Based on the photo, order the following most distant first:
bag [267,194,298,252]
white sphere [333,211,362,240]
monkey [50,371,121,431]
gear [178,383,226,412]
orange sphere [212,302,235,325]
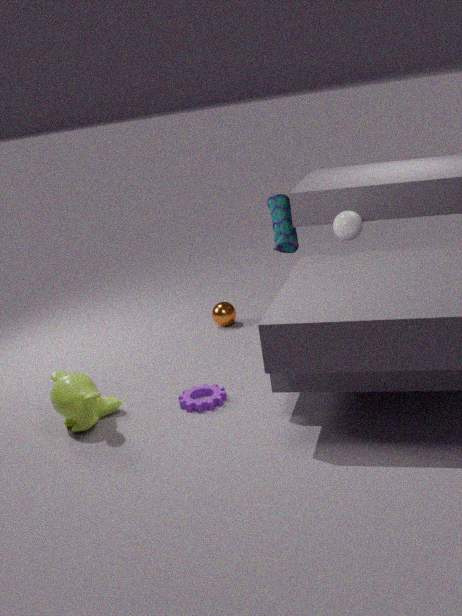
orange sphere [212,302,235,325], bag [267,194,298,252], white sphere [333,211,362,240], gear [178,383,226,412], monkey [50,371,121,431]
